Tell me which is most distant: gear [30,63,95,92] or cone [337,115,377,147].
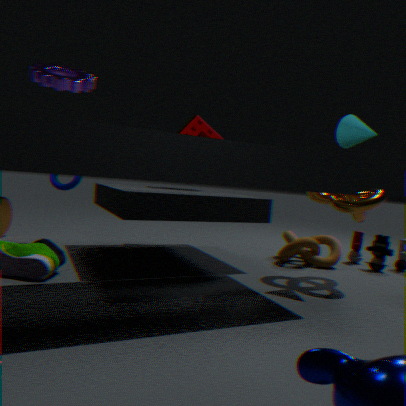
cone [337,115,377,147]
